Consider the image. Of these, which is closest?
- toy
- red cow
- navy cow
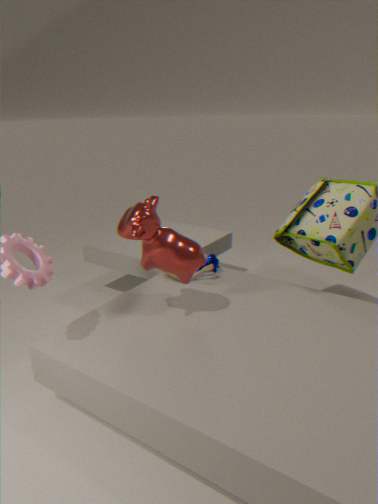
red cow
